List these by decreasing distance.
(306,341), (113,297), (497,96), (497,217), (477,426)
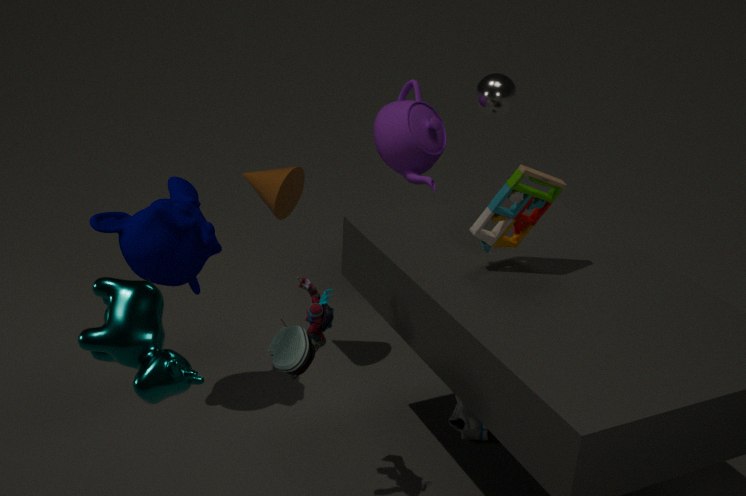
(497,96)
(477,426)
(497,217)
(306,341)
(113,297)
